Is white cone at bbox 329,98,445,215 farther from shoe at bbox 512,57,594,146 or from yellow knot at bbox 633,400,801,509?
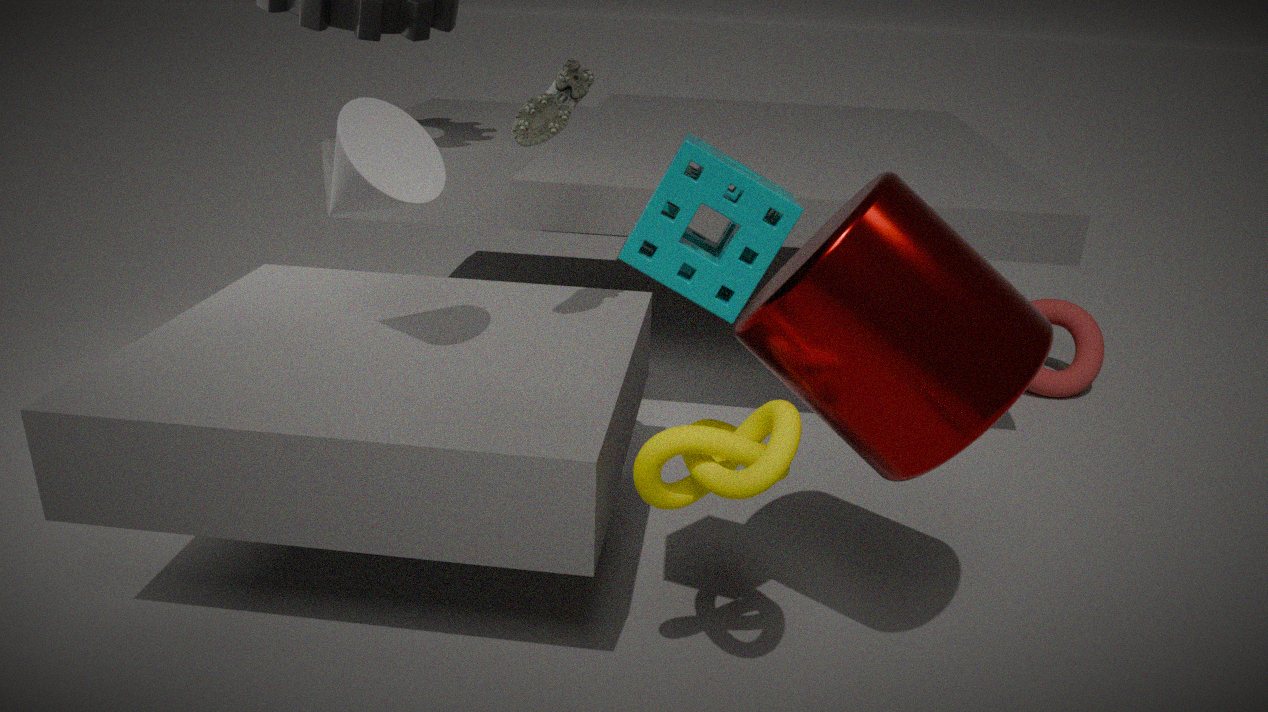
yellow knot at bbox 633,400,801,509
